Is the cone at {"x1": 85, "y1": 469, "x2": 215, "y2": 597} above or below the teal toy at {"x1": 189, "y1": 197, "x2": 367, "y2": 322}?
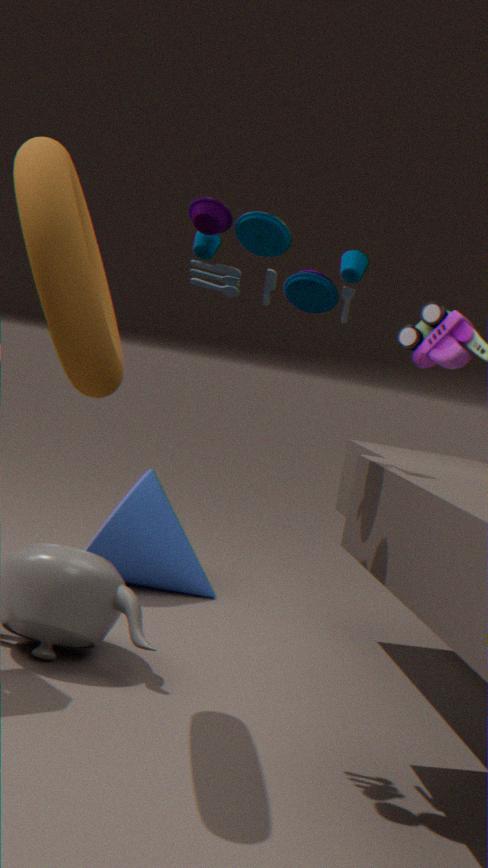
below
